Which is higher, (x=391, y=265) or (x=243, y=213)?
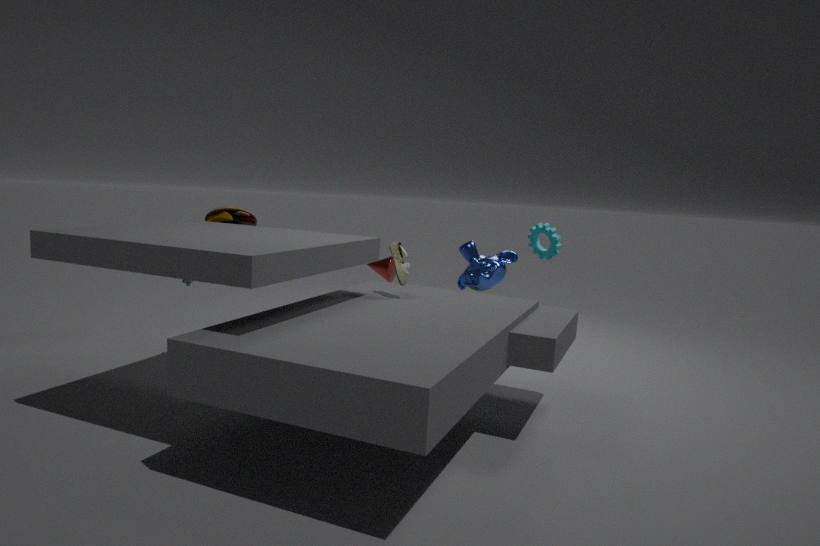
(x=243, y=213)
